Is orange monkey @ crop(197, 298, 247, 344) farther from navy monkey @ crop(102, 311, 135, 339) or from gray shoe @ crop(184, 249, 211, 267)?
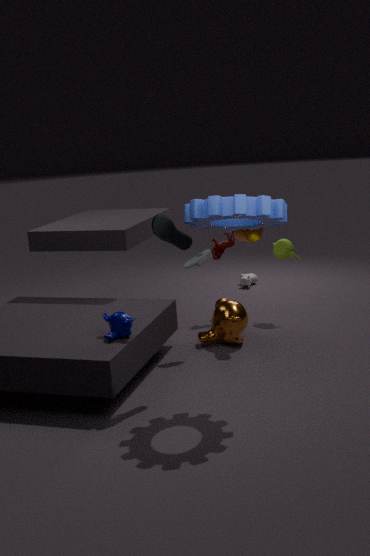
navy monkey @ crop(102, 311, 135, 339)
